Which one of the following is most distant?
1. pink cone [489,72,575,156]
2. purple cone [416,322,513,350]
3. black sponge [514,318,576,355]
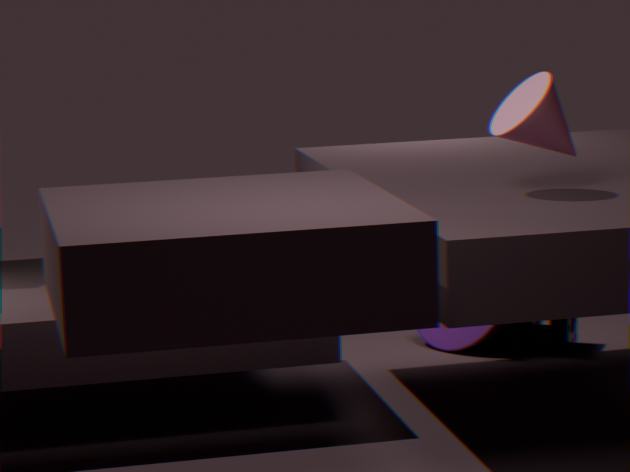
purple cone [416,322,513,350]
